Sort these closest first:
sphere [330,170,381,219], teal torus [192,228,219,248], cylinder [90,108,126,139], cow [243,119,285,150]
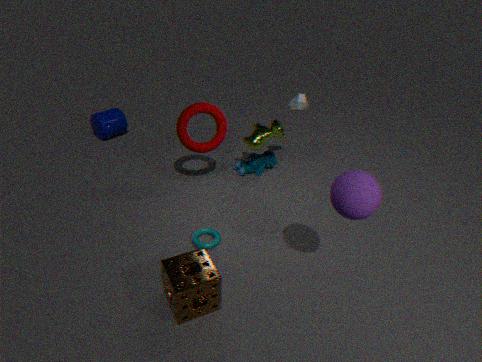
sphere [330,170,381,219], teal torus [192,228,219,248], cow [243,119,285,150], cylinder [90,108,126,139]
